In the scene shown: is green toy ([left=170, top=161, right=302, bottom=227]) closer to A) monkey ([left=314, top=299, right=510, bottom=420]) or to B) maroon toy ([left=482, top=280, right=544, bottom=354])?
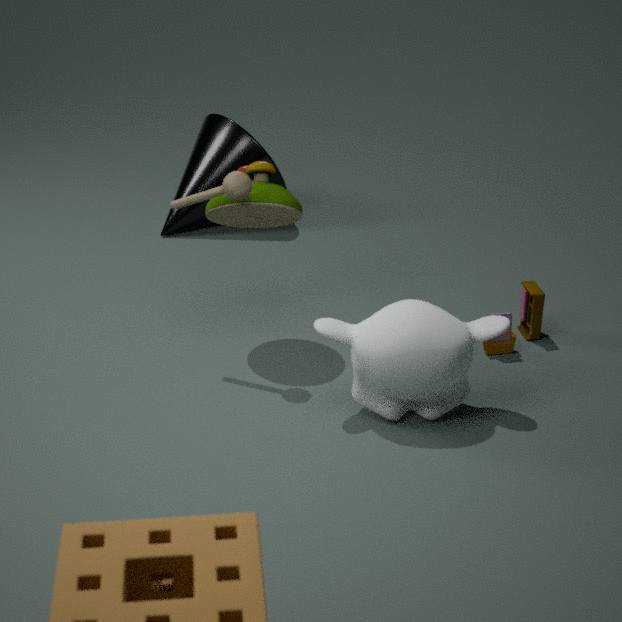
A) monkey ([left=314, top=299, right=510, bottom=420])
